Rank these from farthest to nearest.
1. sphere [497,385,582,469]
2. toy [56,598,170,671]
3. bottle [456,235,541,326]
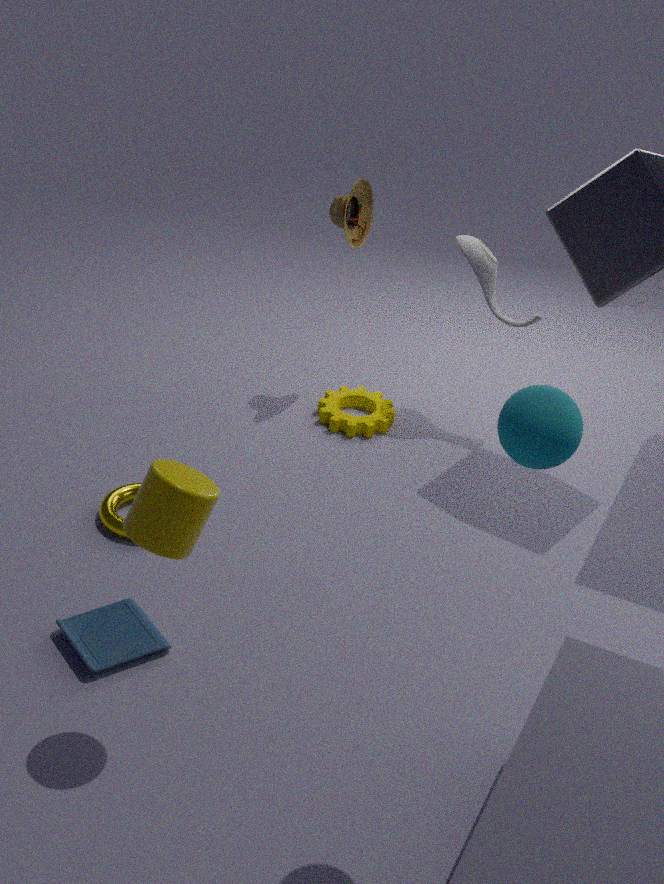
bottle [456,235,541,326], toy [56,598,170,671], sphere [497,385,582,469]
